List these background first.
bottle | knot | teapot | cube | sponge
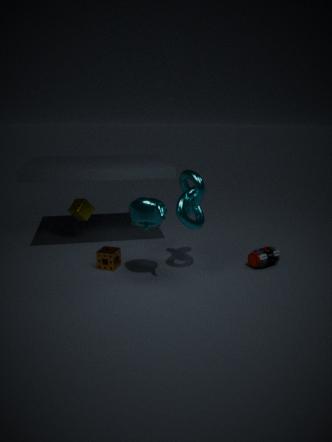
cube → bottle → sponge → knot → teapot
